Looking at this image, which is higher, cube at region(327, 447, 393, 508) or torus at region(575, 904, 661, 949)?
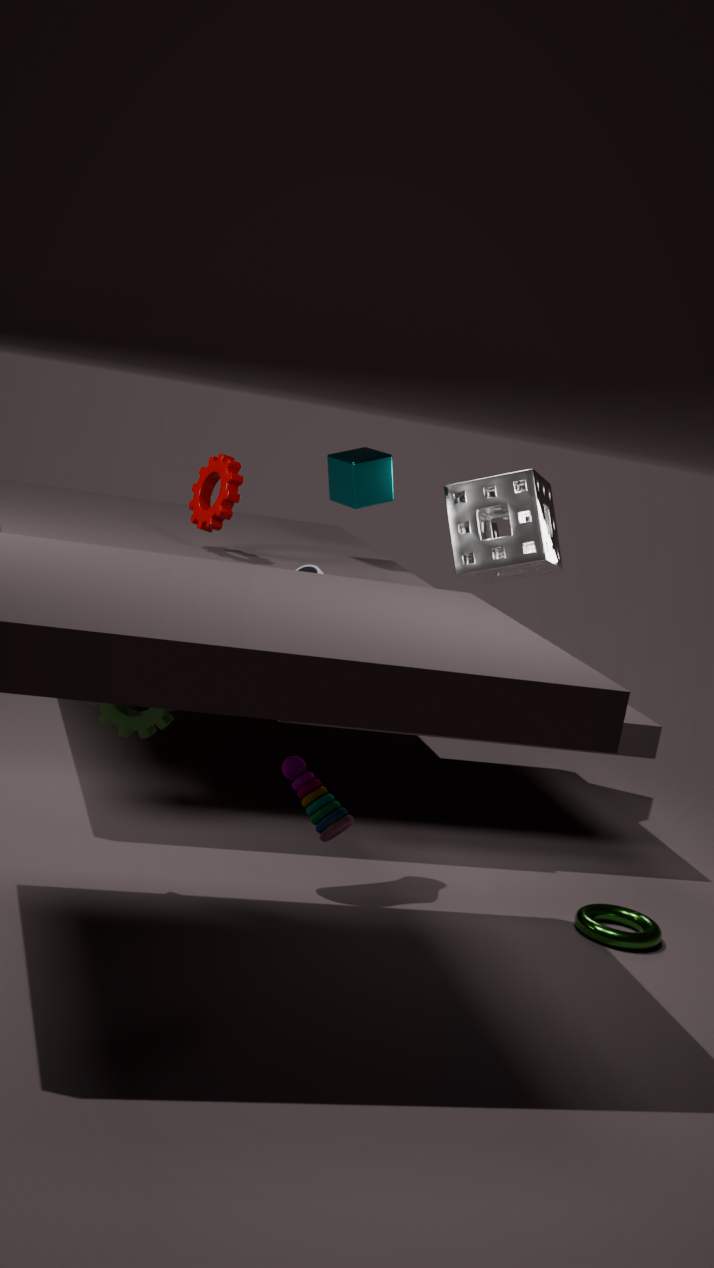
cube at region(327, 447, 393, 508)
